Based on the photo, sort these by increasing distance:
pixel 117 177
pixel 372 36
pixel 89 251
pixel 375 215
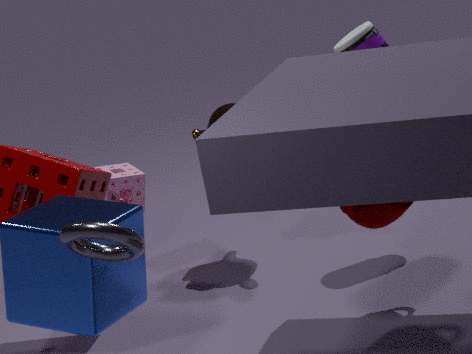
pixel 89 251
pixel 375 215
pixel 372 36
pixel 117 177
